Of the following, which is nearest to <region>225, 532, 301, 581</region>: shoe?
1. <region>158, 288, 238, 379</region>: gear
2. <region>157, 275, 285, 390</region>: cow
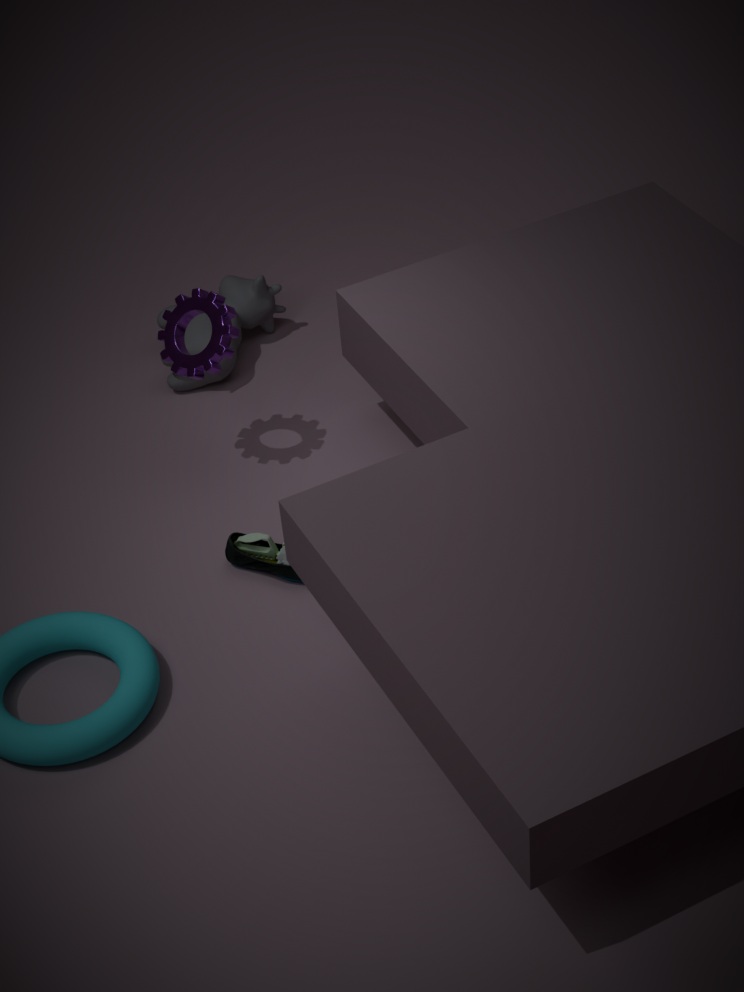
<region>158, 288, 238, 379</region>: gear
